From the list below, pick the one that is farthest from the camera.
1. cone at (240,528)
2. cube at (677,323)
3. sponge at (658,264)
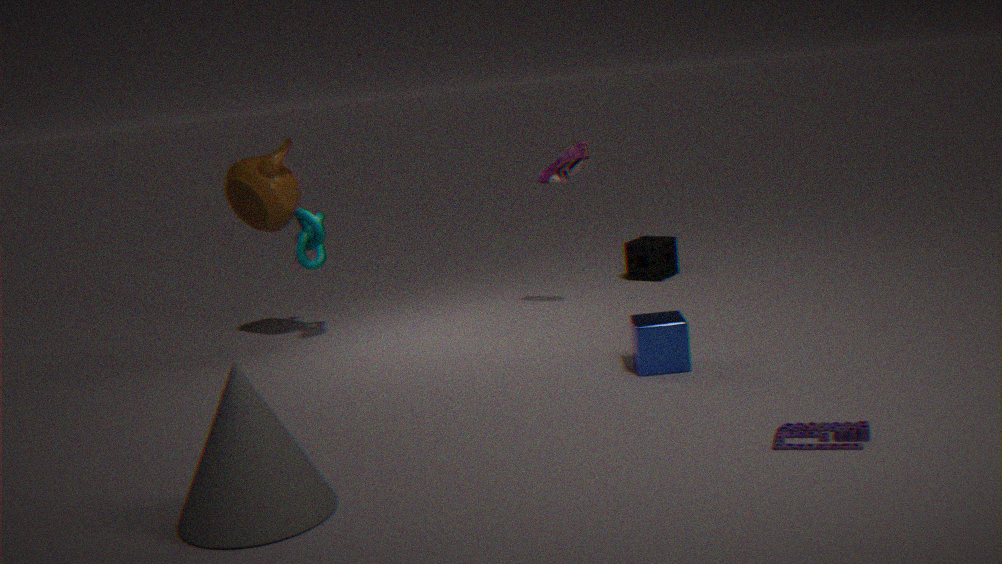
sponge at (658,264)
